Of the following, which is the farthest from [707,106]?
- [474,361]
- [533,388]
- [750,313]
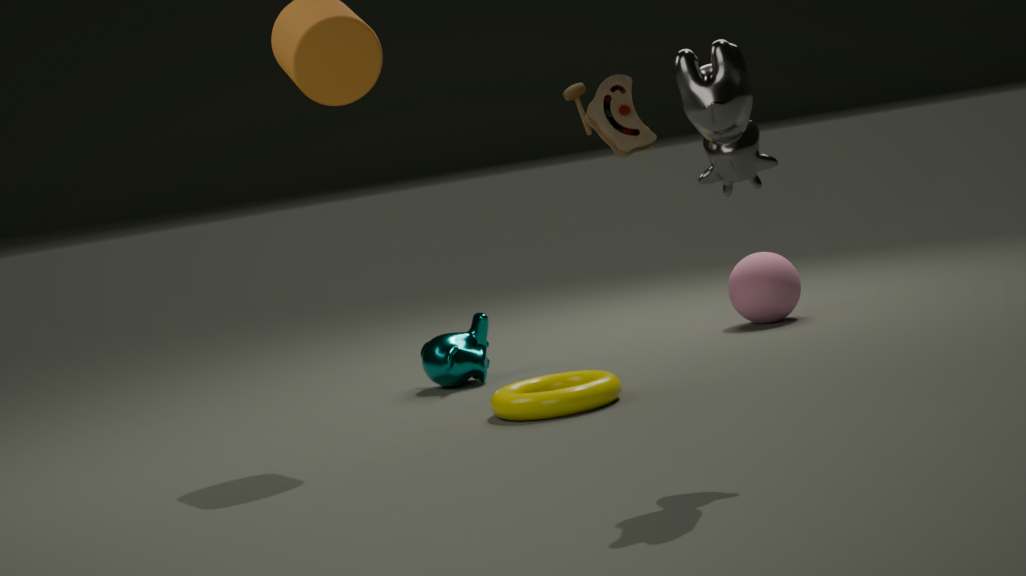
[750,313]
